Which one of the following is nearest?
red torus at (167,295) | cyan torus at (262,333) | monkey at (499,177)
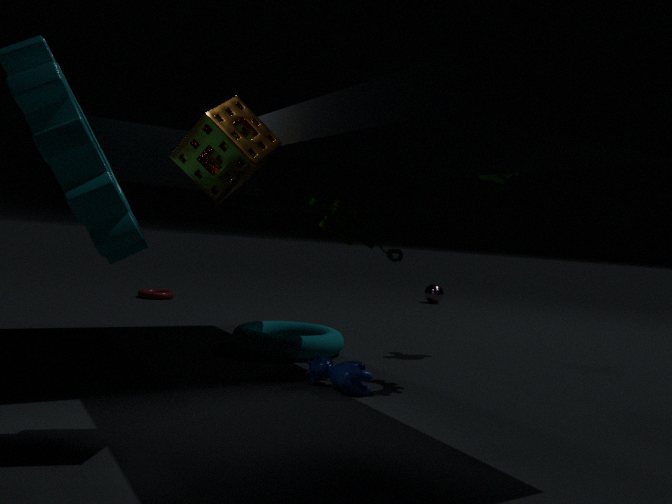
cyan torus at (262,333)
